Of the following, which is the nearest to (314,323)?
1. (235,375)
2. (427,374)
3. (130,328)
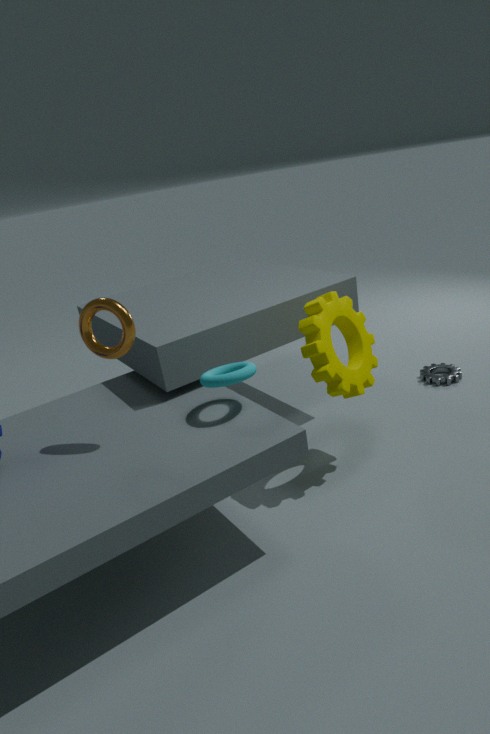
(235,375)
